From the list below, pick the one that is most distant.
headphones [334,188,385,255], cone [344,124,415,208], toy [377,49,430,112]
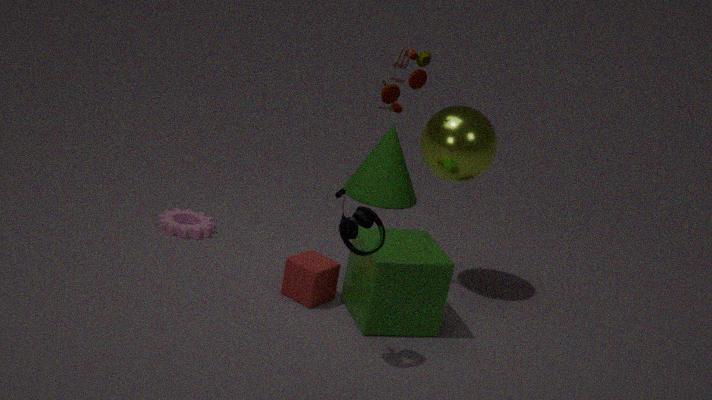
cone [344,124,415,208]
